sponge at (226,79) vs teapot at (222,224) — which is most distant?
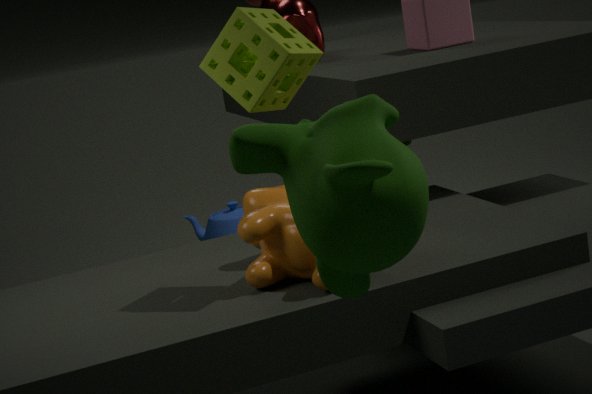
teapot at (222,224)
